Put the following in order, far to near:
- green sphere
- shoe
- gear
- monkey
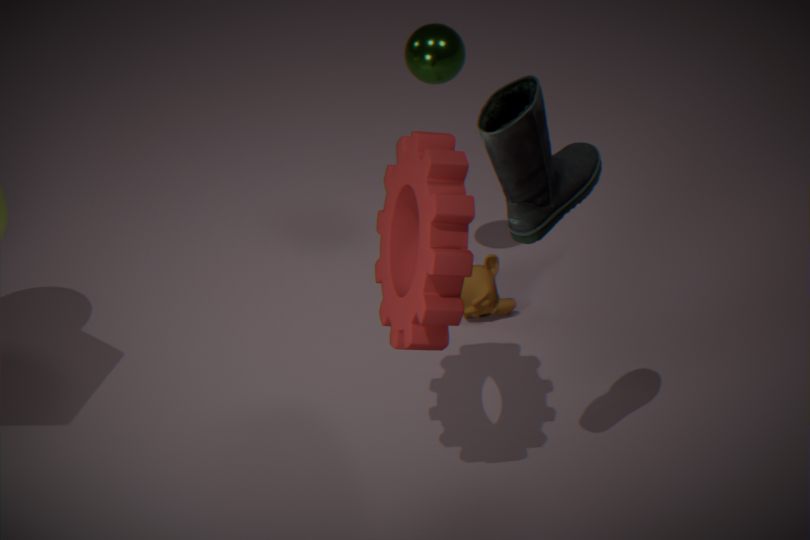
monkey
green sphere
gear
shoe
